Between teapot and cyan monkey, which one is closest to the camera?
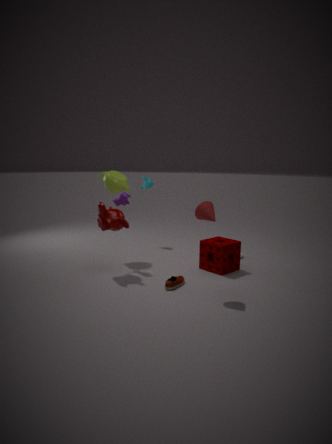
teapot
